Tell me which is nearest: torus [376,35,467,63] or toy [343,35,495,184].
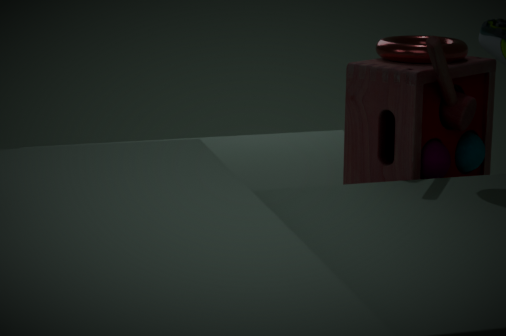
toy [343,35,495,184]
